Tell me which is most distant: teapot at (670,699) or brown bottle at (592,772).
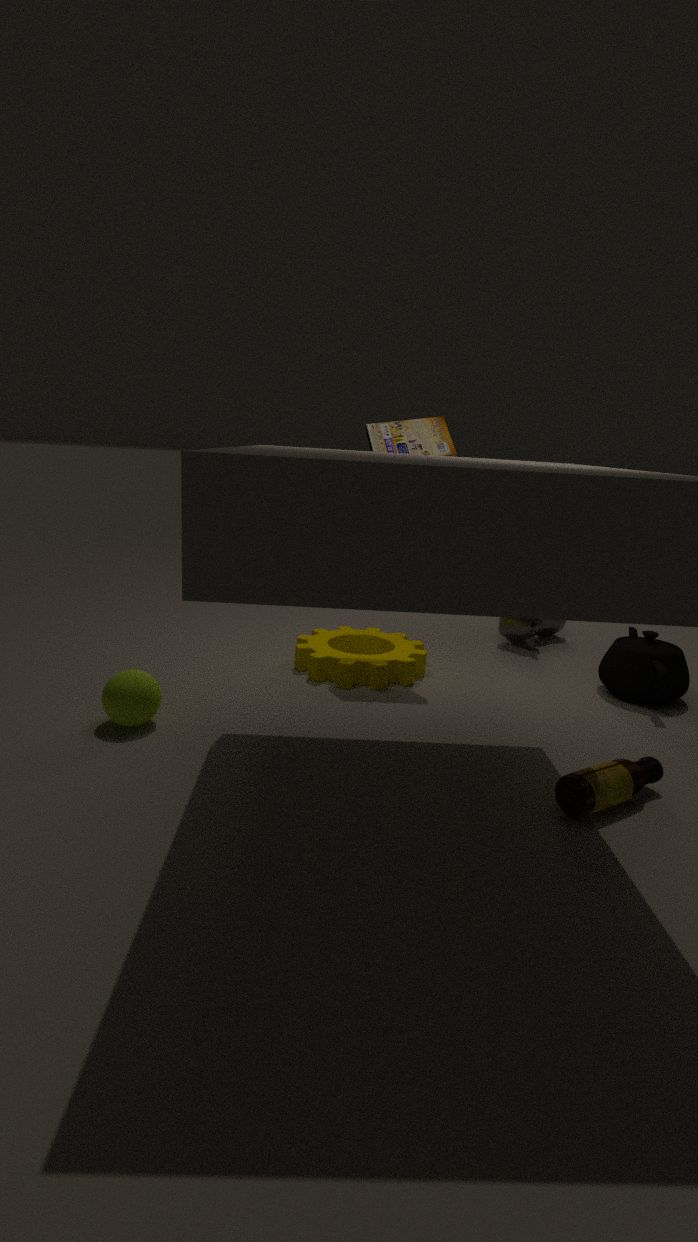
teapot at (670,699)
